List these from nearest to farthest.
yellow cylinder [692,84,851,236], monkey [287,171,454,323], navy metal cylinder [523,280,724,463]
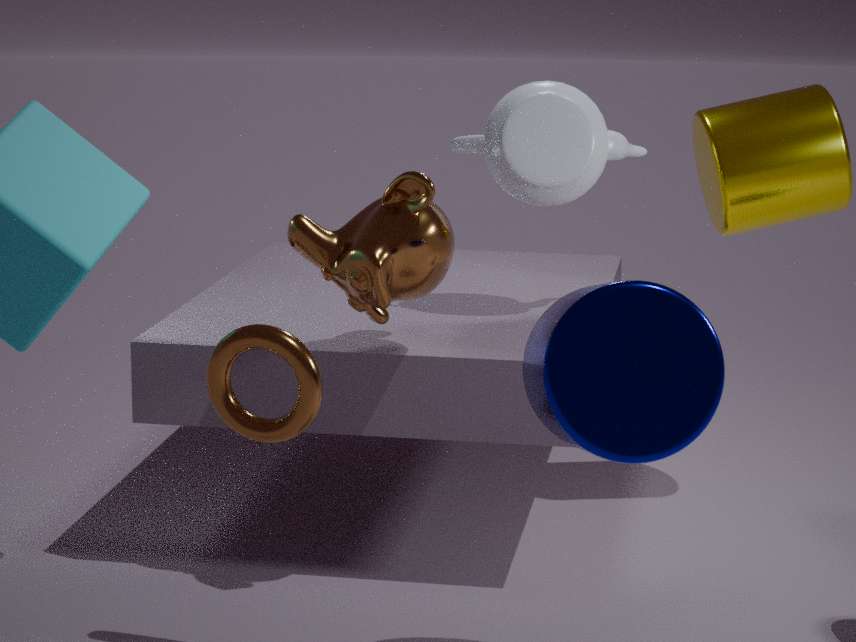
1. navy metal cylinder [523,280,724,463]
2. monkey [287,171,454,323]
3. yellow cylinder [692,84,851,236]
